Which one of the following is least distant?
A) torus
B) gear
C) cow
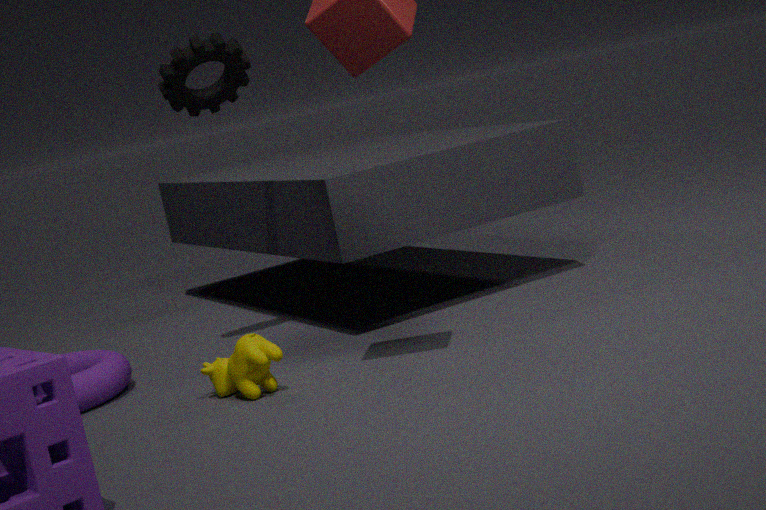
cow
